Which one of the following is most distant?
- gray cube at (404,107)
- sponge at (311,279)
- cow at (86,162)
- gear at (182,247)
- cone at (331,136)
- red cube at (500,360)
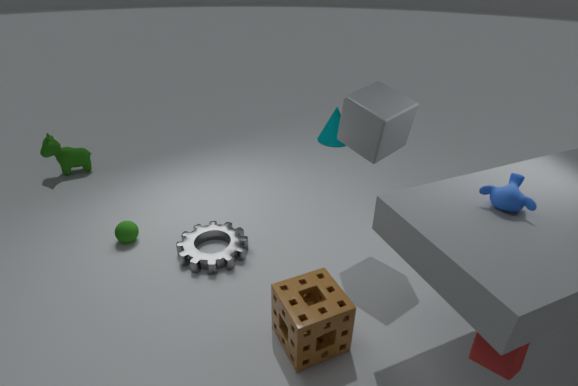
cone at (331,136)
